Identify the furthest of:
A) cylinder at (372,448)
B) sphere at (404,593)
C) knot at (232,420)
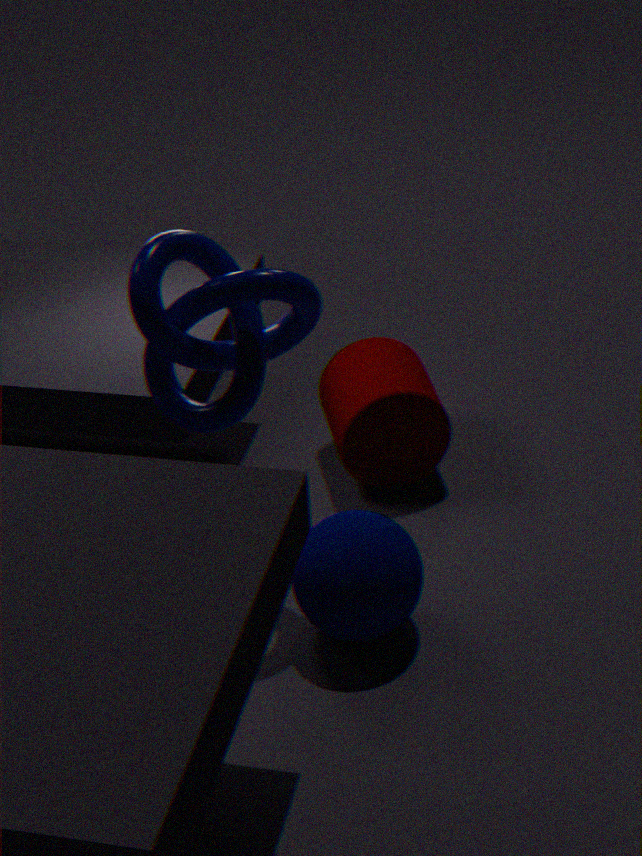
cylinder at (372,448)
